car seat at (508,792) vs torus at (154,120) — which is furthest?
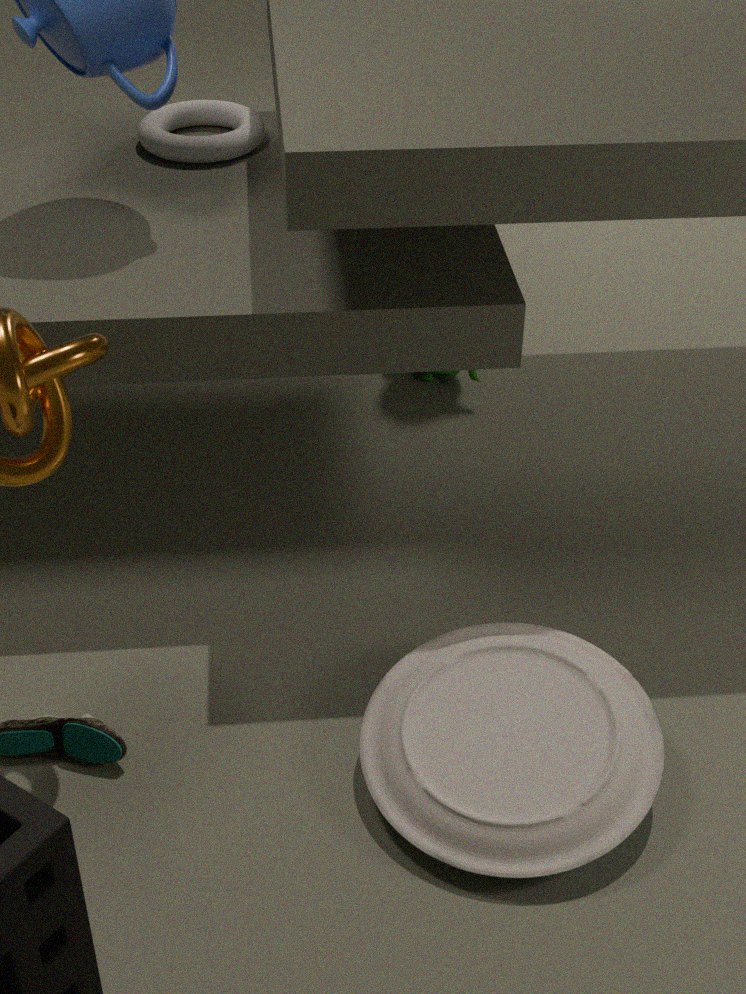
torus at (154,120)
